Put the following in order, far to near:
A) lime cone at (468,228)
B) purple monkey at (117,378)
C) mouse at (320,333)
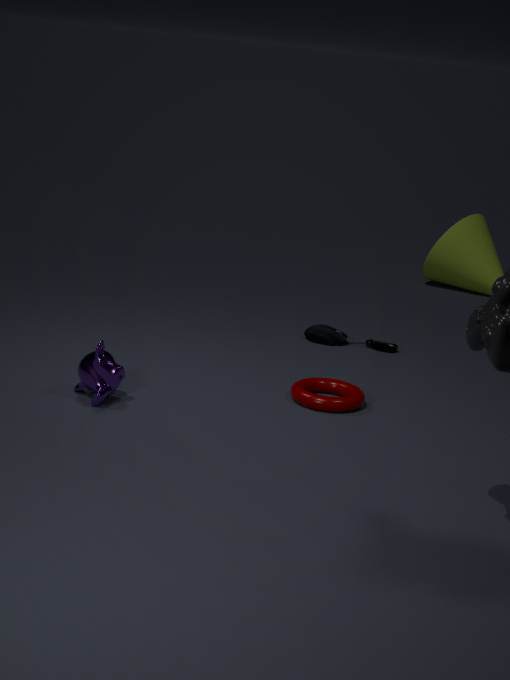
lime cone at (468,228) → mouse at (320,333) → purple monkey at (117,378)
